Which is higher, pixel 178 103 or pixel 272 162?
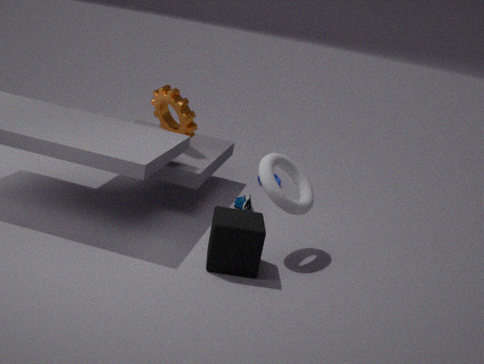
pixel 178 103
